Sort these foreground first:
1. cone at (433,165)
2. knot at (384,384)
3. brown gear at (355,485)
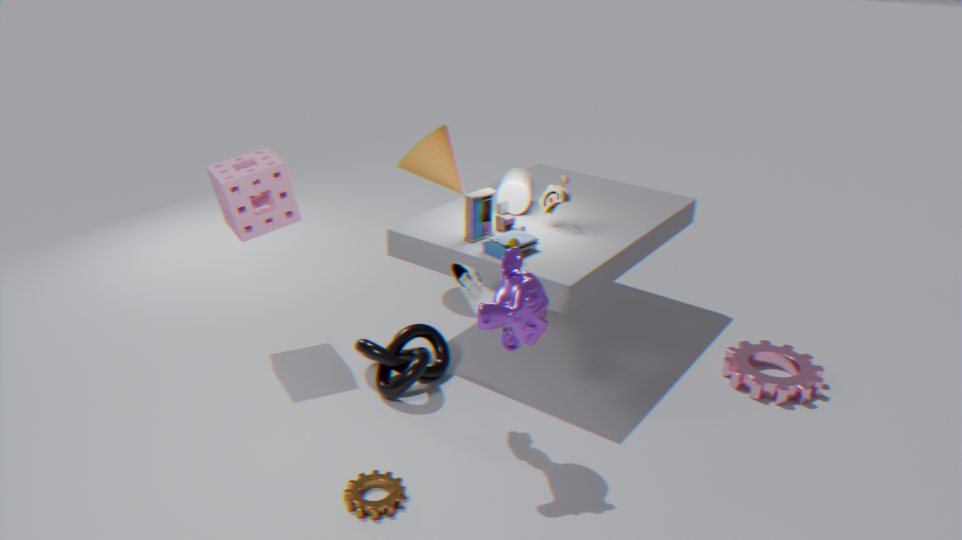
brown gear at (355,485), knot at (384,384), cone at (433,165)
